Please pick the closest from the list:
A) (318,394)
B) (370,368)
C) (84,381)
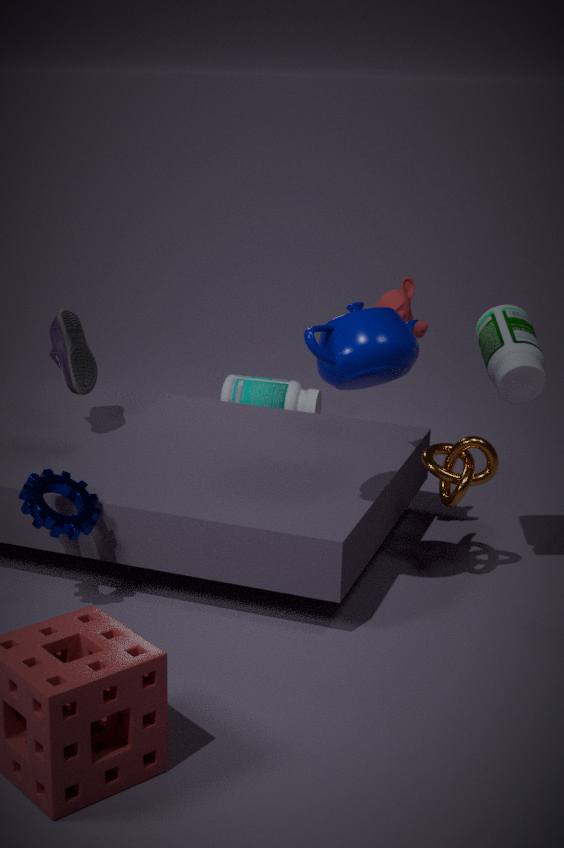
B. (370,368)
